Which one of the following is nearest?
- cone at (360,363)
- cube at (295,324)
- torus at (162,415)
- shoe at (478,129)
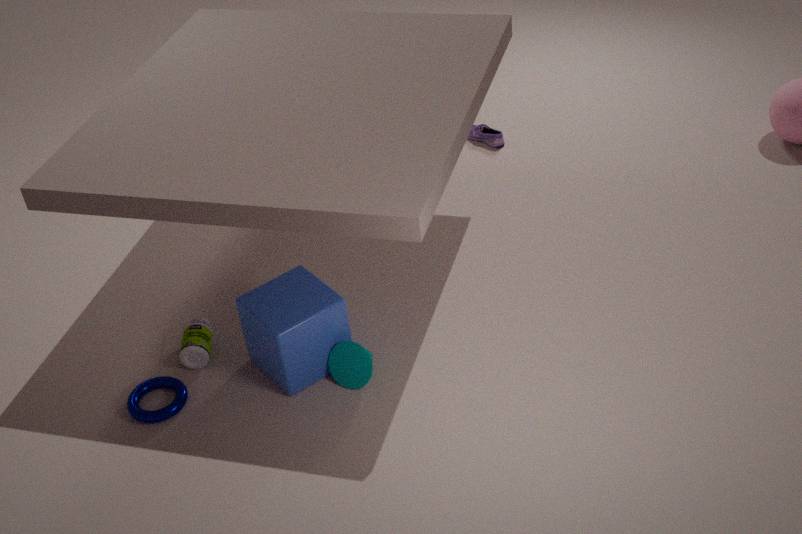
cube at (295,324)
